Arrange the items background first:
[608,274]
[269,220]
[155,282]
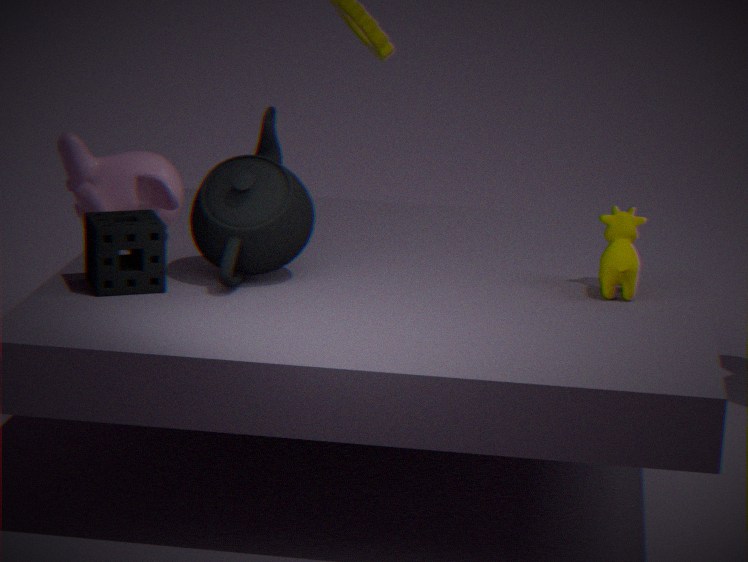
[608,274]
[155,282]
[269,220]
